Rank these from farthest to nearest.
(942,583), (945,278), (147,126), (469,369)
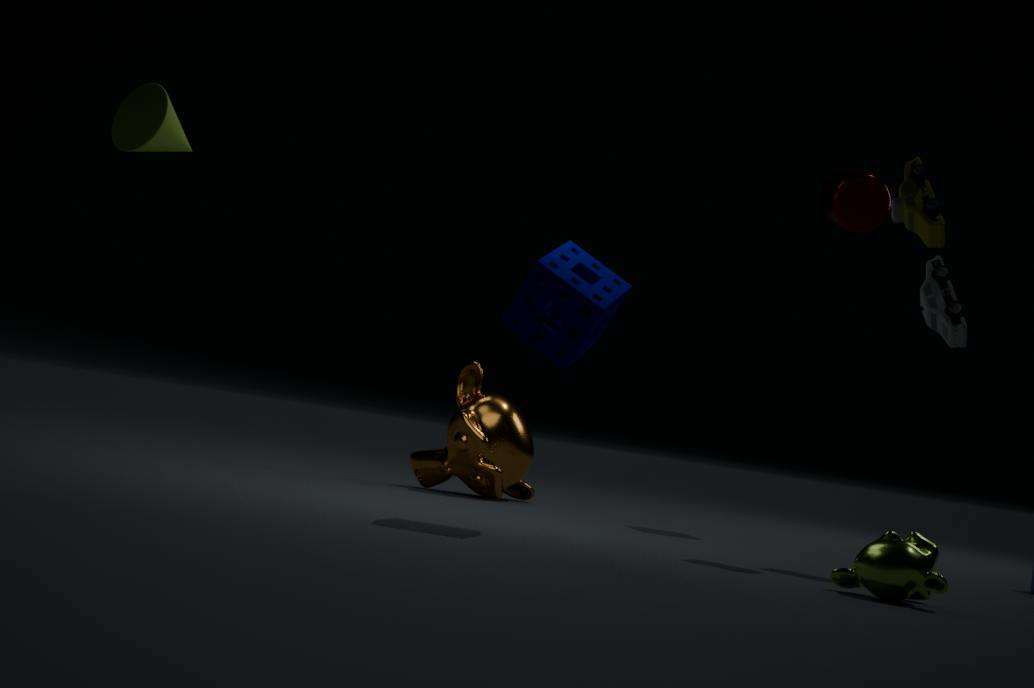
(469,369) → (147,126) → (945,278) → (942,583)
